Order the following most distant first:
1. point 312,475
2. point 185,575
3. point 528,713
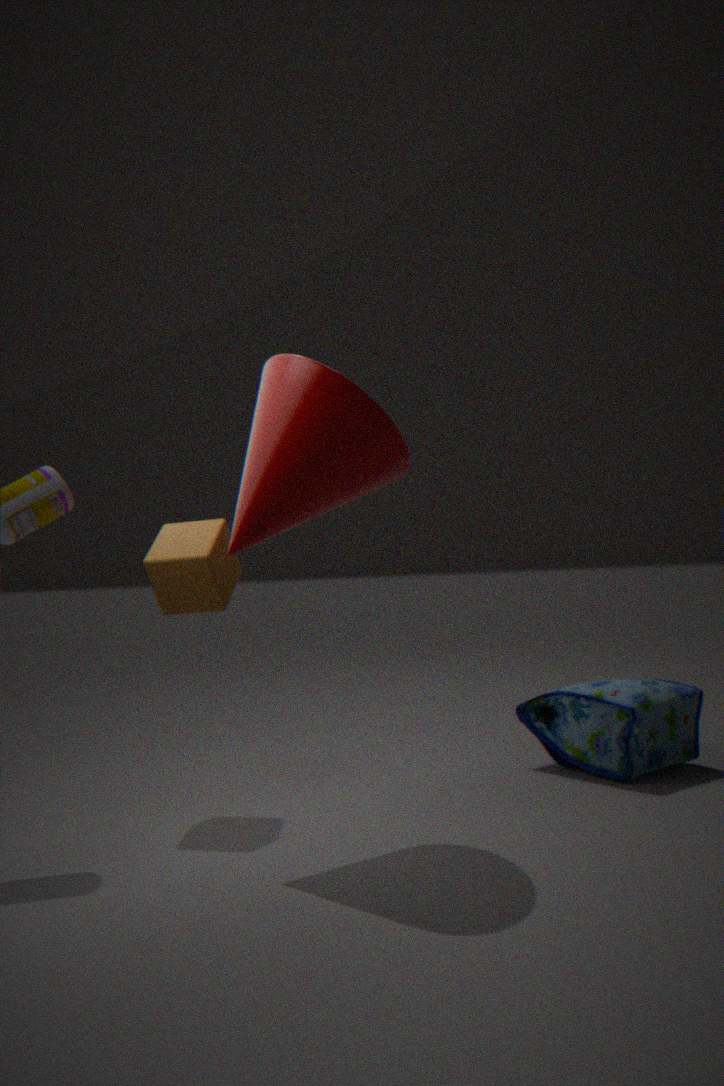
point 528,713, point 185,575, point 312,475
